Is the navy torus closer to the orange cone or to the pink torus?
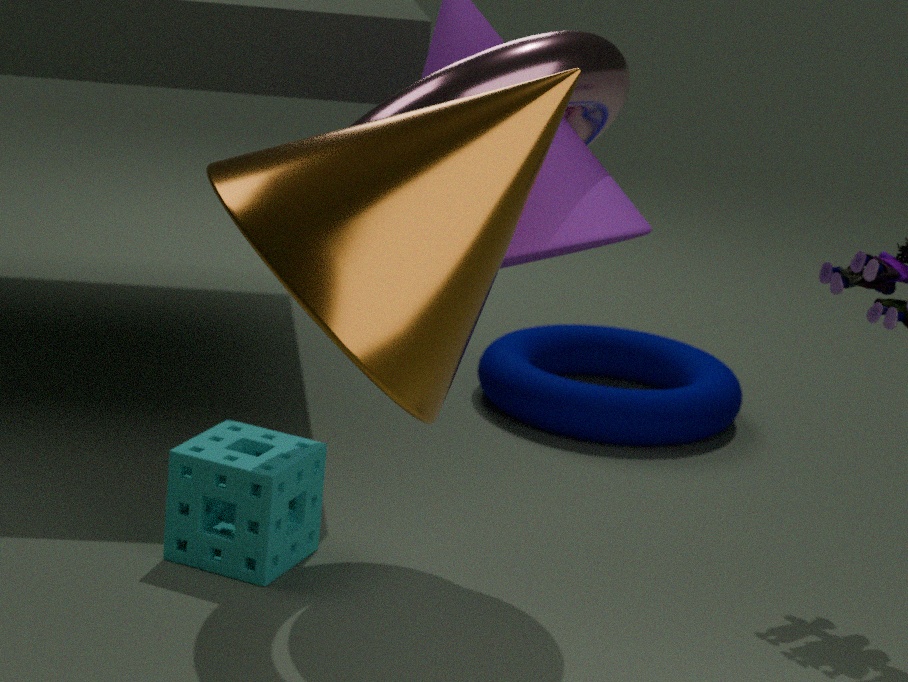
the pink torus
